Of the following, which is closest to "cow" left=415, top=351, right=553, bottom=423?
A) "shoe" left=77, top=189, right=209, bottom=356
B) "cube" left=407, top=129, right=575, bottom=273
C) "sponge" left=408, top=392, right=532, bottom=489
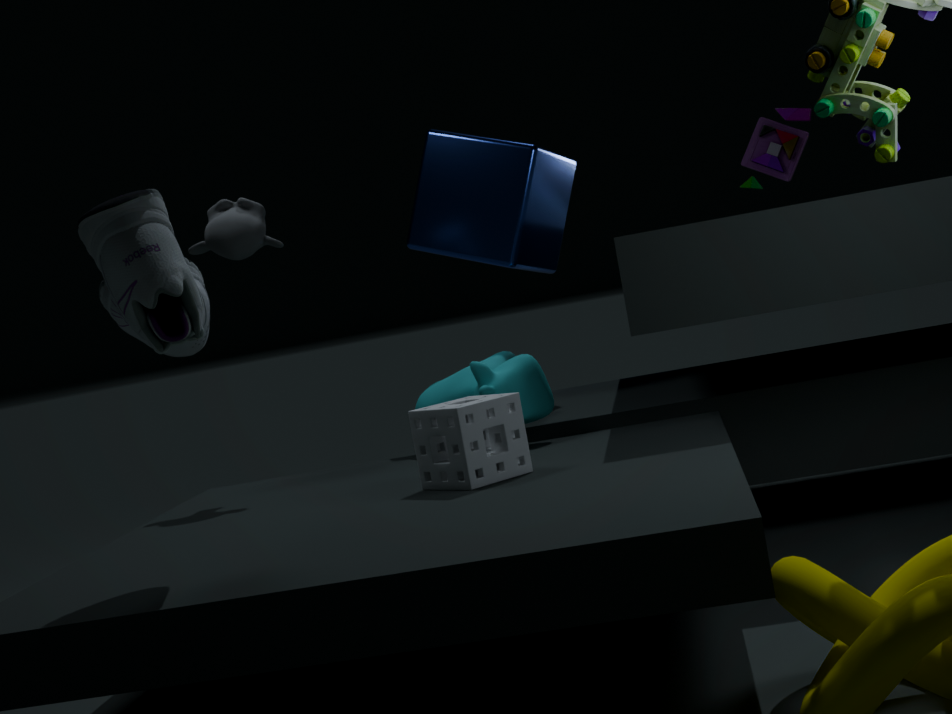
"sponge" left=408, top=392, right=532, bottom=489
